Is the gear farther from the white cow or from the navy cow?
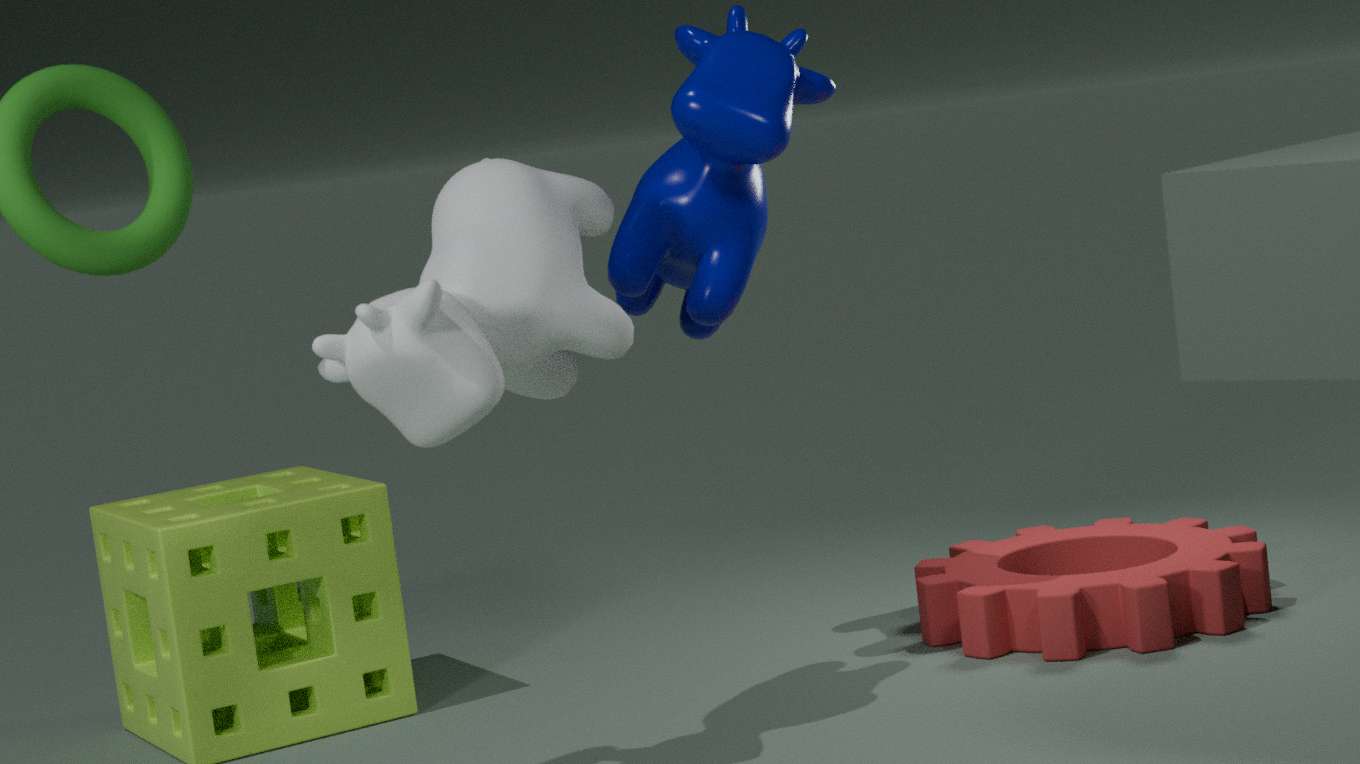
the white cow
